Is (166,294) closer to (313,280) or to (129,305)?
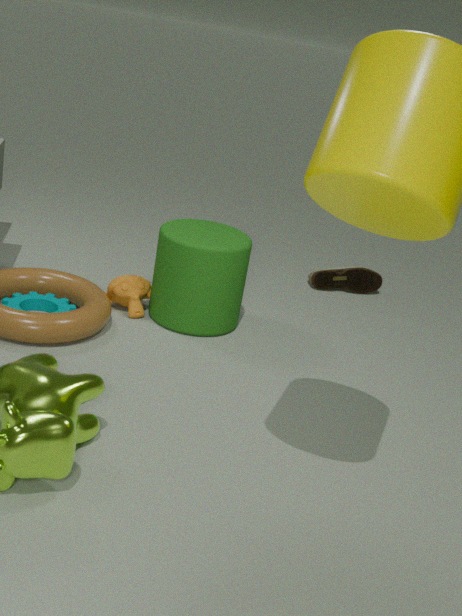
(129,305)
